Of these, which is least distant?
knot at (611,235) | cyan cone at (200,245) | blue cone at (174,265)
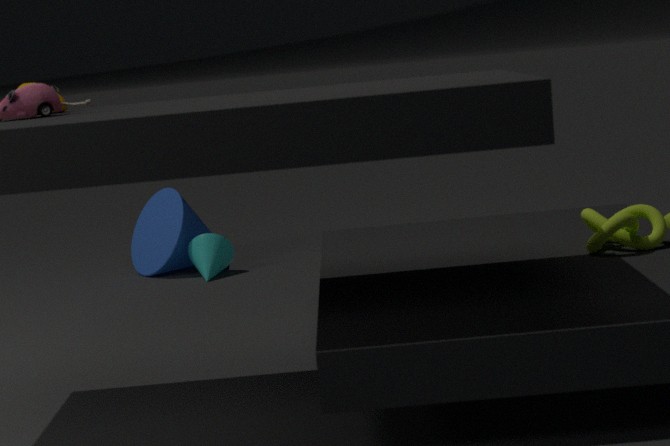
knot at (611,235)
